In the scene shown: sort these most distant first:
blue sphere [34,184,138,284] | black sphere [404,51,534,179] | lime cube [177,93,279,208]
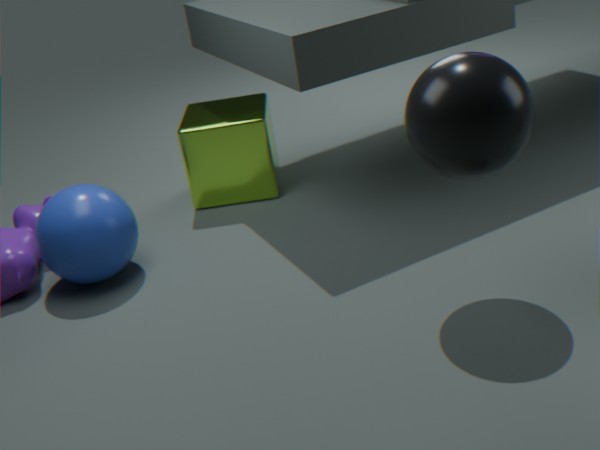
1. lime cube [177,93,279,208]
2. blue sphere [34,184,138,284]
3. black sphere [404,51,534,179]
